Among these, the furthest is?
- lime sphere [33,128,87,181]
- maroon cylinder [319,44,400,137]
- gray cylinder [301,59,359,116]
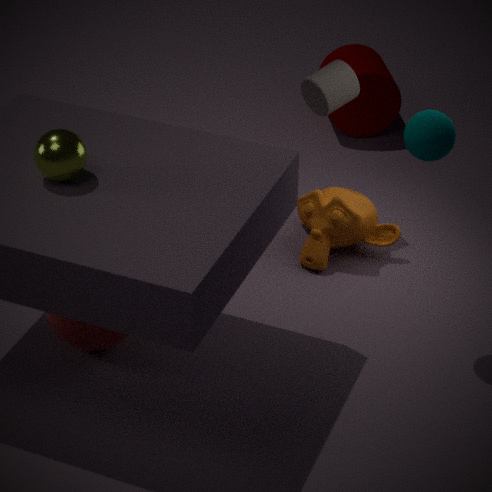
maroon cylinder [319,44,400,137]
